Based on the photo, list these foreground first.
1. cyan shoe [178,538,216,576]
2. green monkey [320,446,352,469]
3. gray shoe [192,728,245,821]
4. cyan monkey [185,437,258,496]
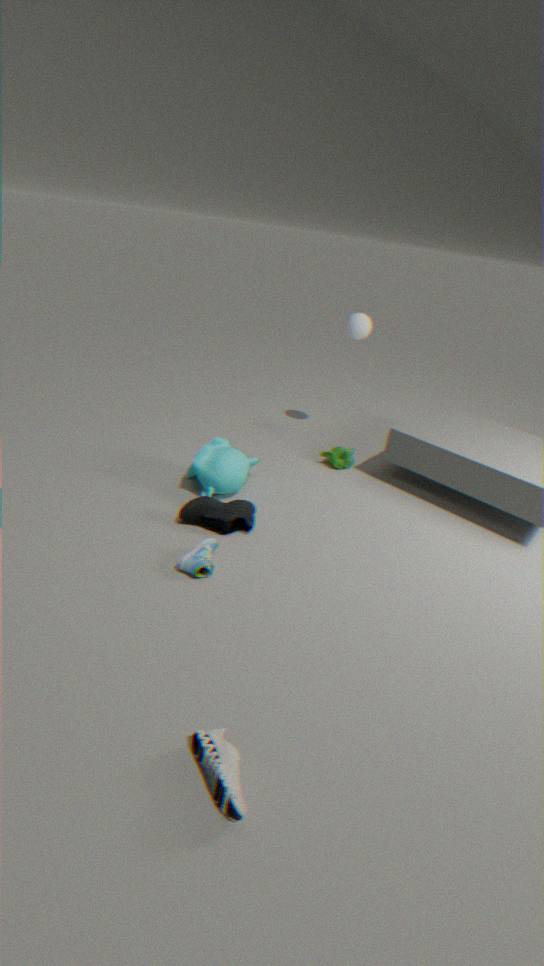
gray shoe [192,728,245,821] → cyan shoe [178,538,216,576] → cyan monkey [185,437,258,496] → green monkey [320,446,352,469]
